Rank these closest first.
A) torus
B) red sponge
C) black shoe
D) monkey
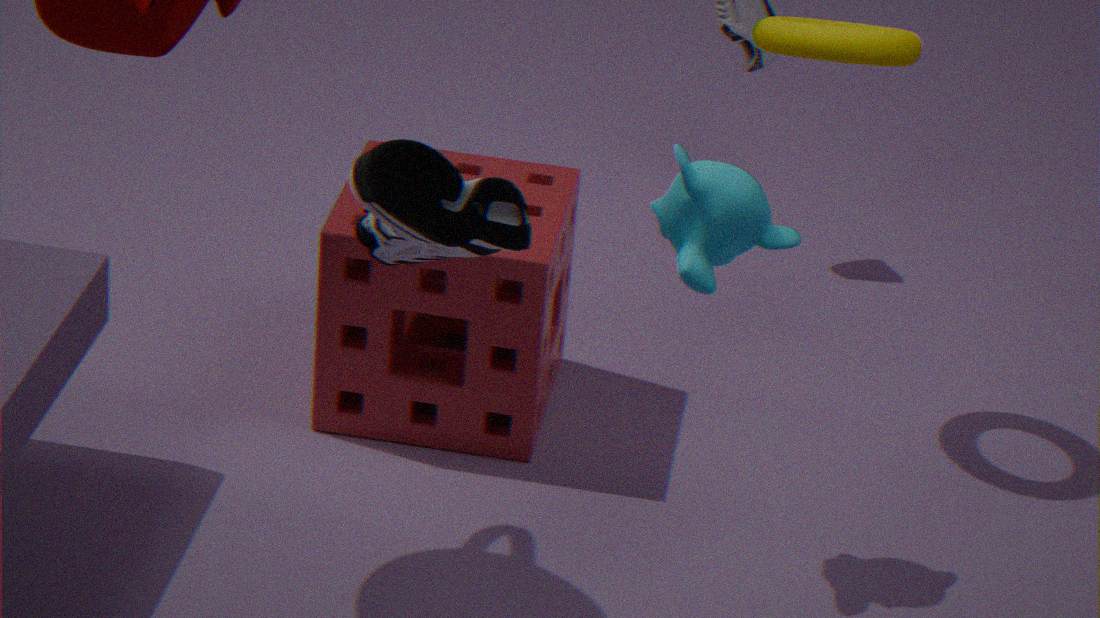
black shoe, monkey, torus, red sponge
